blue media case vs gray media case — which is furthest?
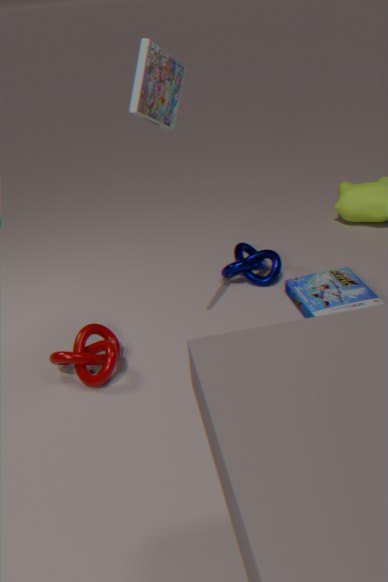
blue media case
